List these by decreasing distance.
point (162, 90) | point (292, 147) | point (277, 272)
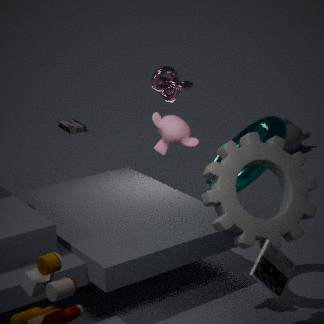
1. point (292, 147)
2. point (162, 90)
3. point (277, 272)
